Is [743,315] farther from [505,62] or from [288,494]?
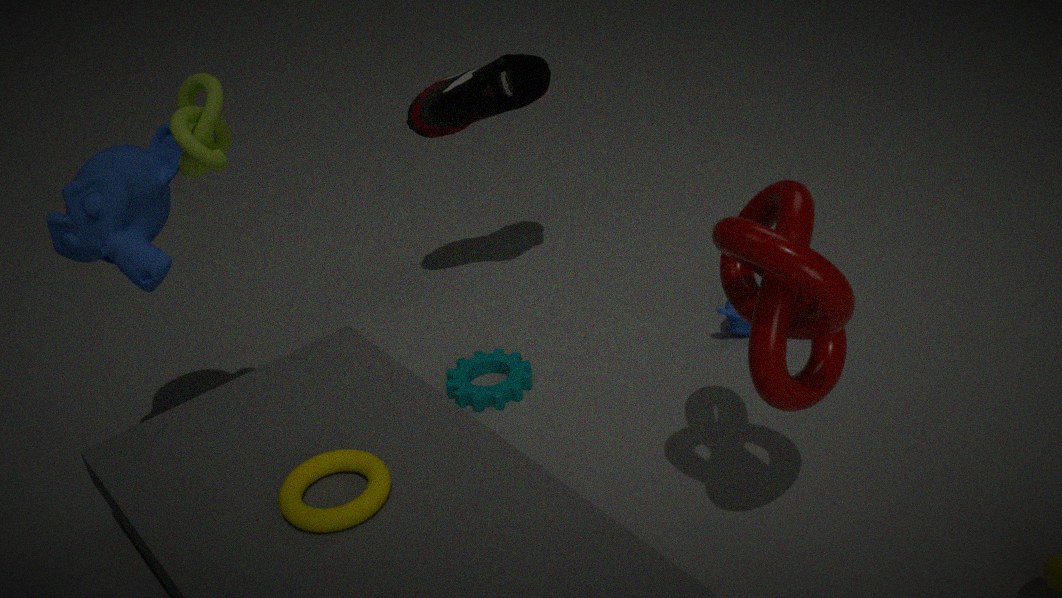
[505,62]
